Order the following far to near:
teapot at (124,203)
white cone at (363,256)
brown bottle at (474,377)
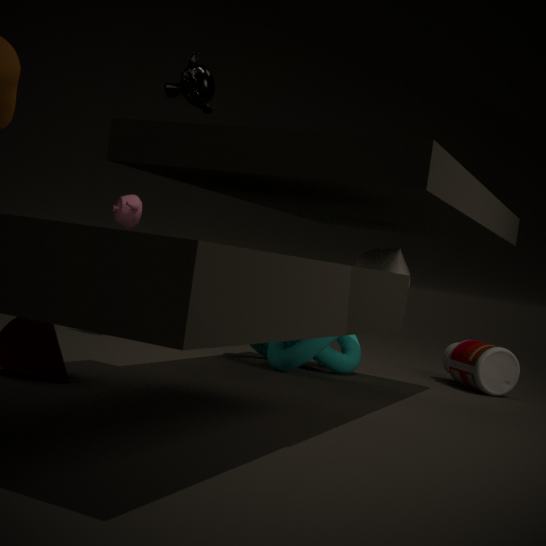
Answer: teapot at (124,203) → brown bottle at (474,377) → white cone at (363,256)
